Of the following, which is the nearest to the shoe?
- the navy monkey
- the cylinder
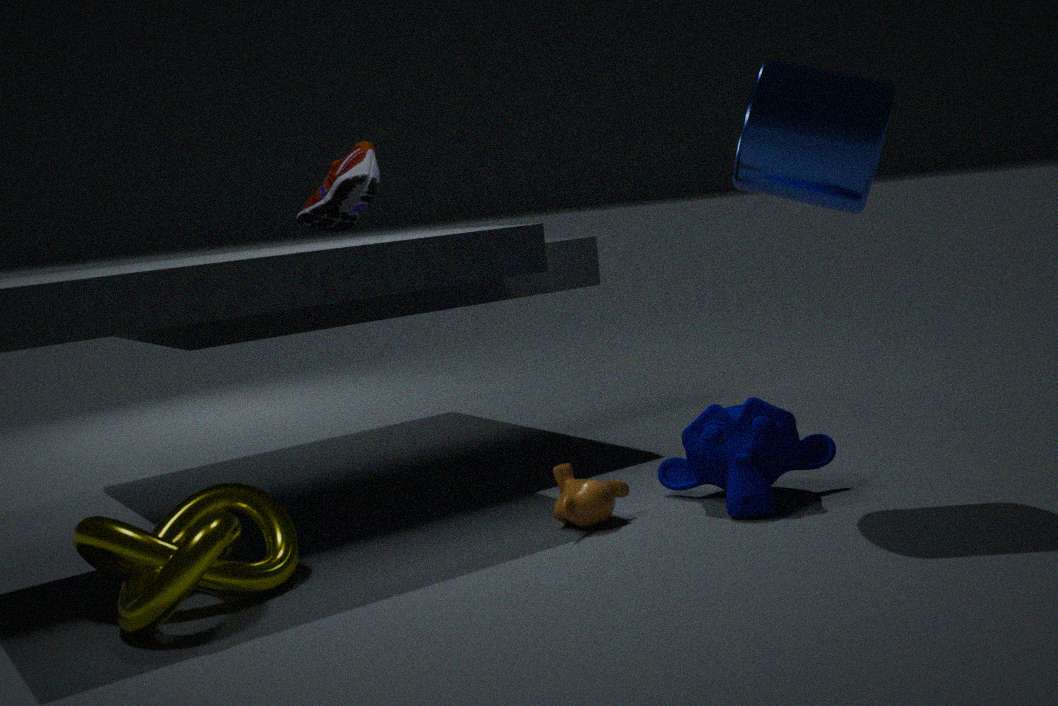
the cylinder
